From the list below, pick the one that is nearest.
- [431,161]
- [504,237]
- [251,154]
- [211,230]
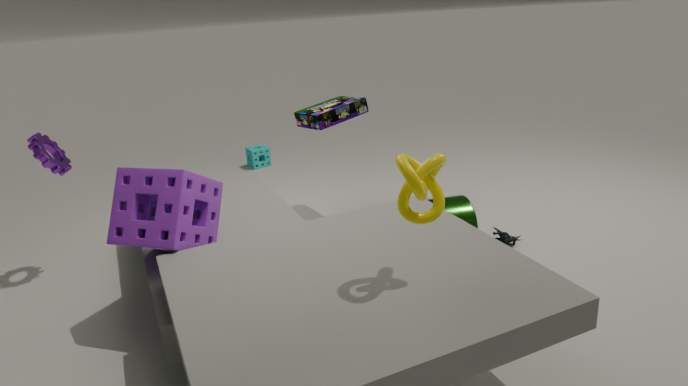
[431,161]
